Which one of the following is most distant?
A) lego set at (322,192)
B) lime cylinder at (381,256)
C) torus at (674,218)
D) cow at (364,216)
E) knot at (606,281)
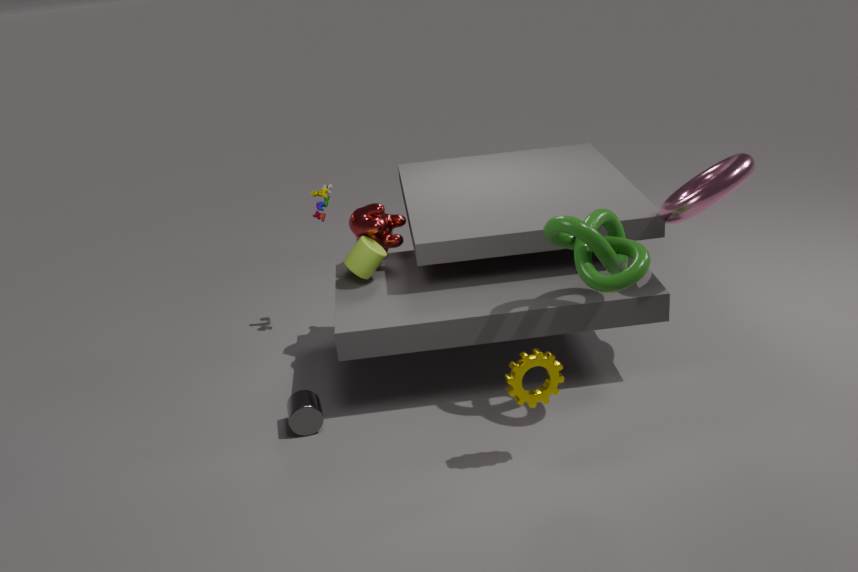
lego set at (322,192)
